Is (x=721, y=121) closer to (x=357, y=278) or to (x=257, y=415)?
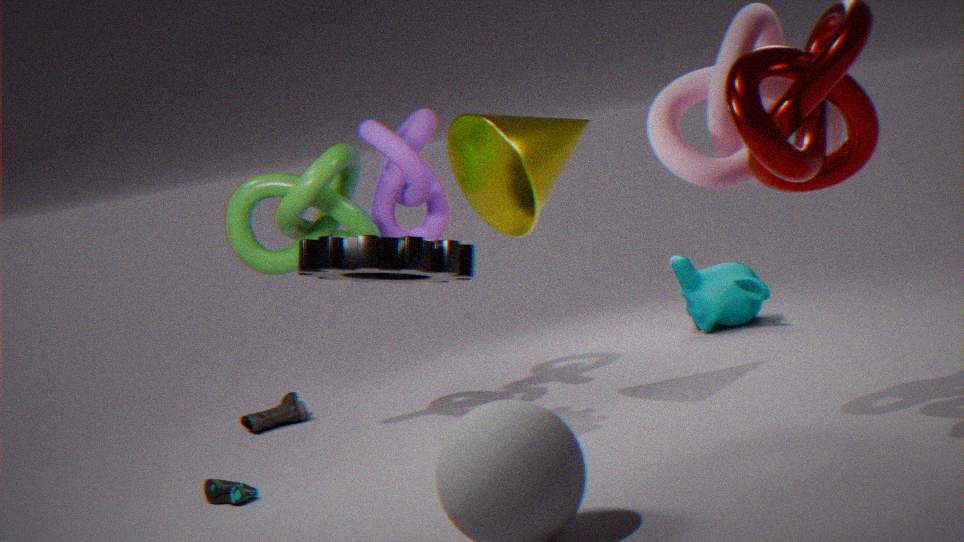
(x=357, y=278)
